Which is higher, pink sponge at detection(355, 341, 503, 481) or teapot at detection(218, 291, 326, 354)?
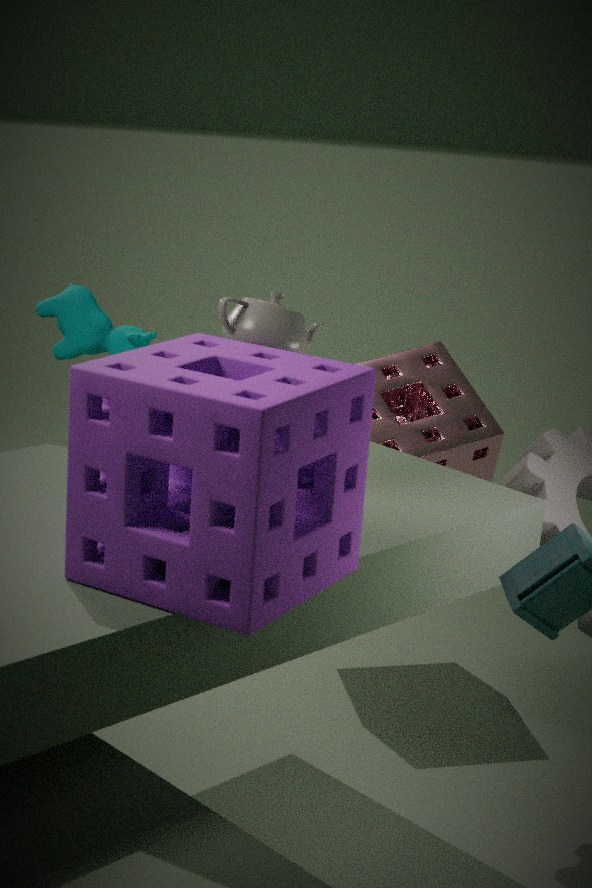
teapot at detection(218, 291, 326, 354)
